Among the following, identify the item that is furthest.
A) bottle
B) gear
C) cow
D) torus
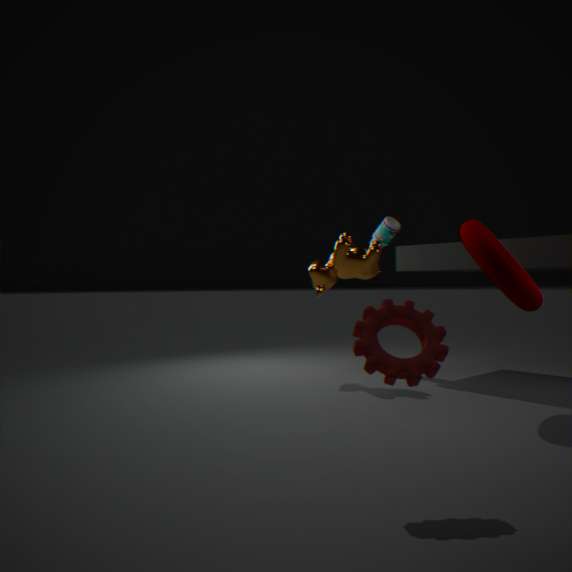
bottle
